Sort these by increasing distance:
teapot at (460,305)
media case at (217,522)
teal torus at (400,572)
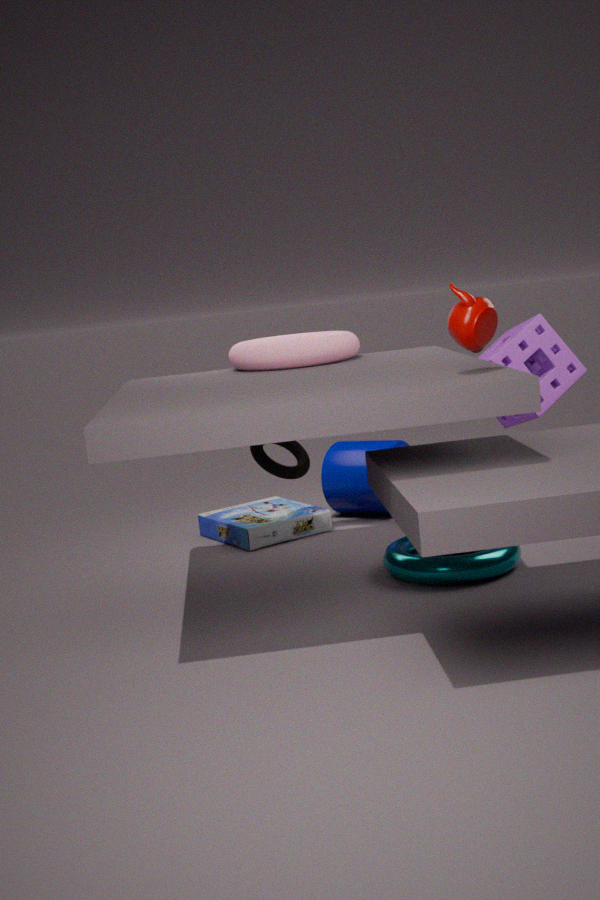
teapot at (460,305) < teal torus at (400,572) < media case at (217,522)
